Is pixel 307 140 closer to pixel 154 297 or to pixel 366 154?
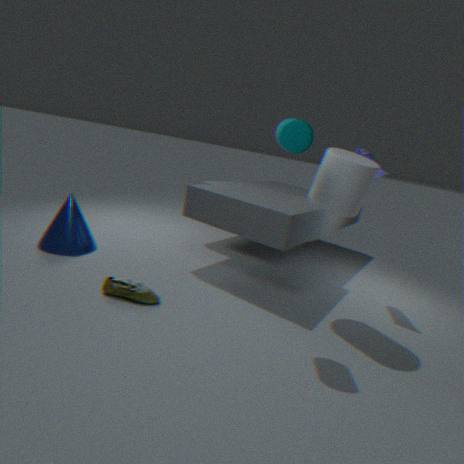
pixel 366 154
